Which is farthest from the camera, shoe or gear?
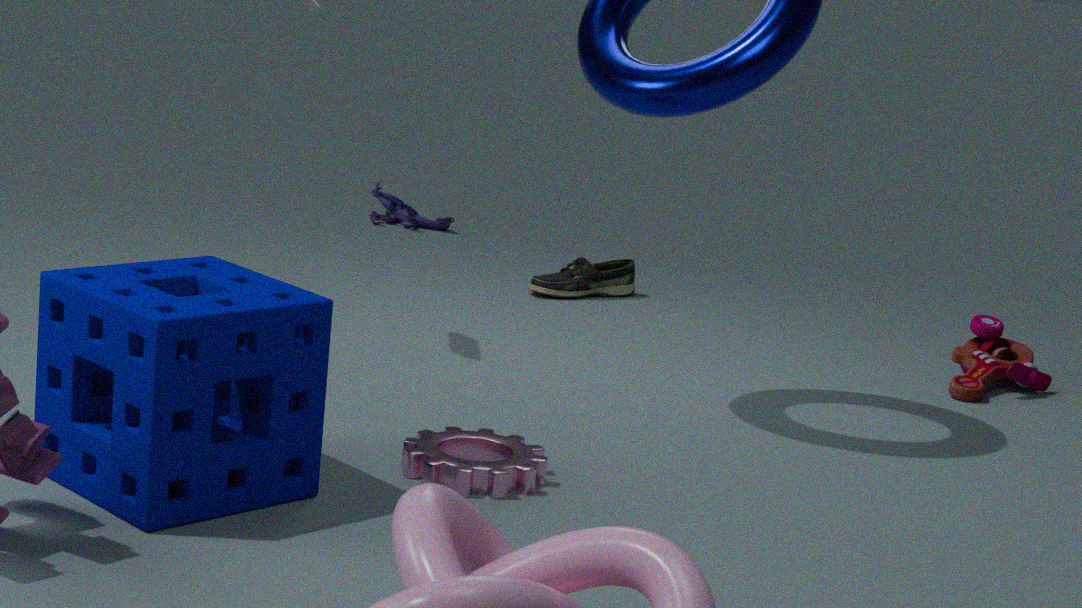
shoe
